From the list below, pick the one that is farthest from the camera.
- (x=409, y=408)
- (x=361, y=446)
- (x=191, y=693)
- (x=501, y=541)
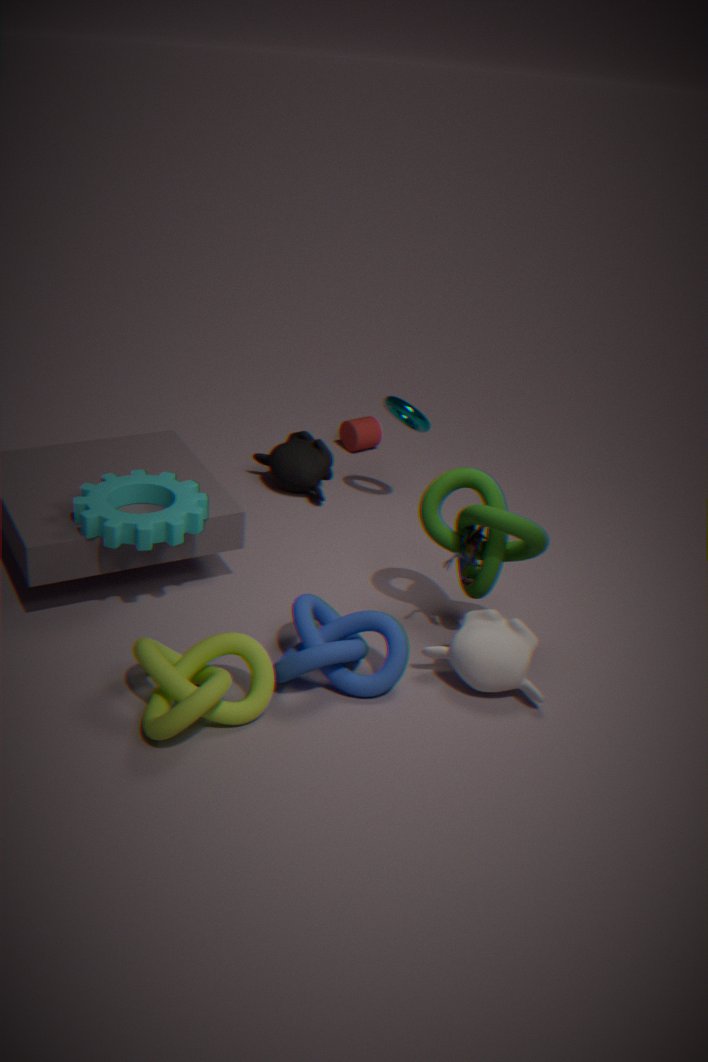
(x=361, y=446)
